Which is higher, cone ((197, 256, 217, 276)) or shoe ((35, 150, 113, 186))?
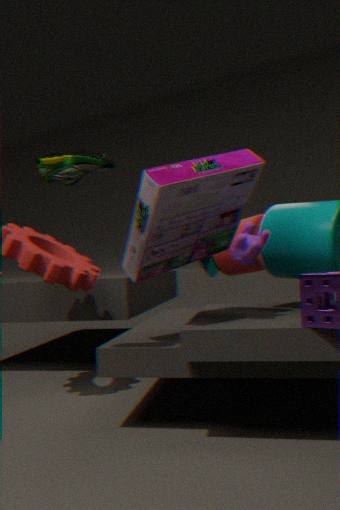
shoe ((35, 150, 113, 186))
